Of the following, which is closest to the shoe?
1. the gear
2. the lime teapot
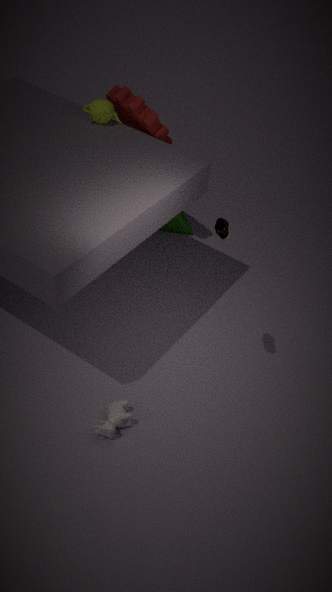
the gear
